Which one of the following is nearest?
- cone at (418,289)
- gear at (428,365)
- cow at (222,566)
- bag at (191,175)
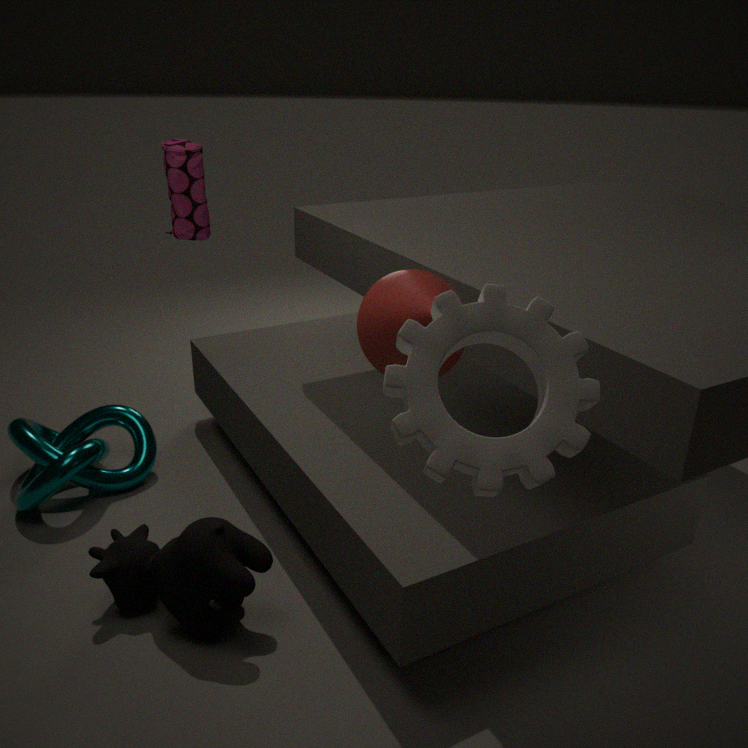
gear at (428,365)
